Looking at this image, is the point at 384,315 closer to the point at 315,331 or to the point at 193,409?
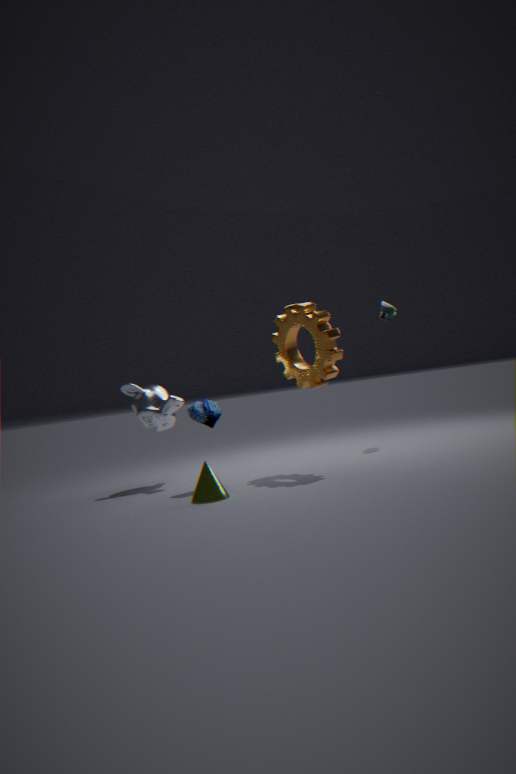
the point at 315,331
